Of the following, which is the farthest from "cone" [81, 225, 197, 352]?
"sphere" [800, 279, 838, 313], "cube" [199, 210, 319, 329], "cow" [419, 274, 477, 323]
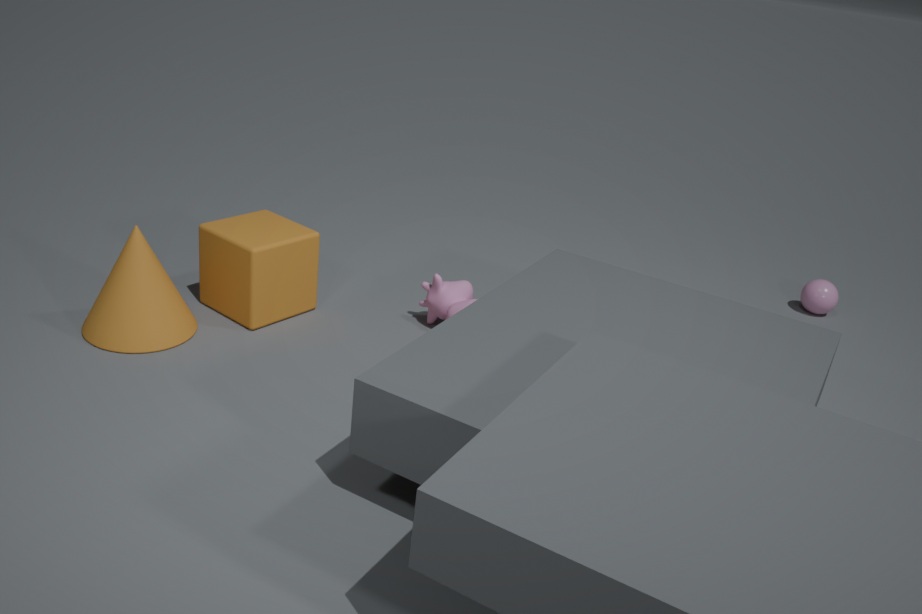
"sphere" [800, 279, 838, 313]
